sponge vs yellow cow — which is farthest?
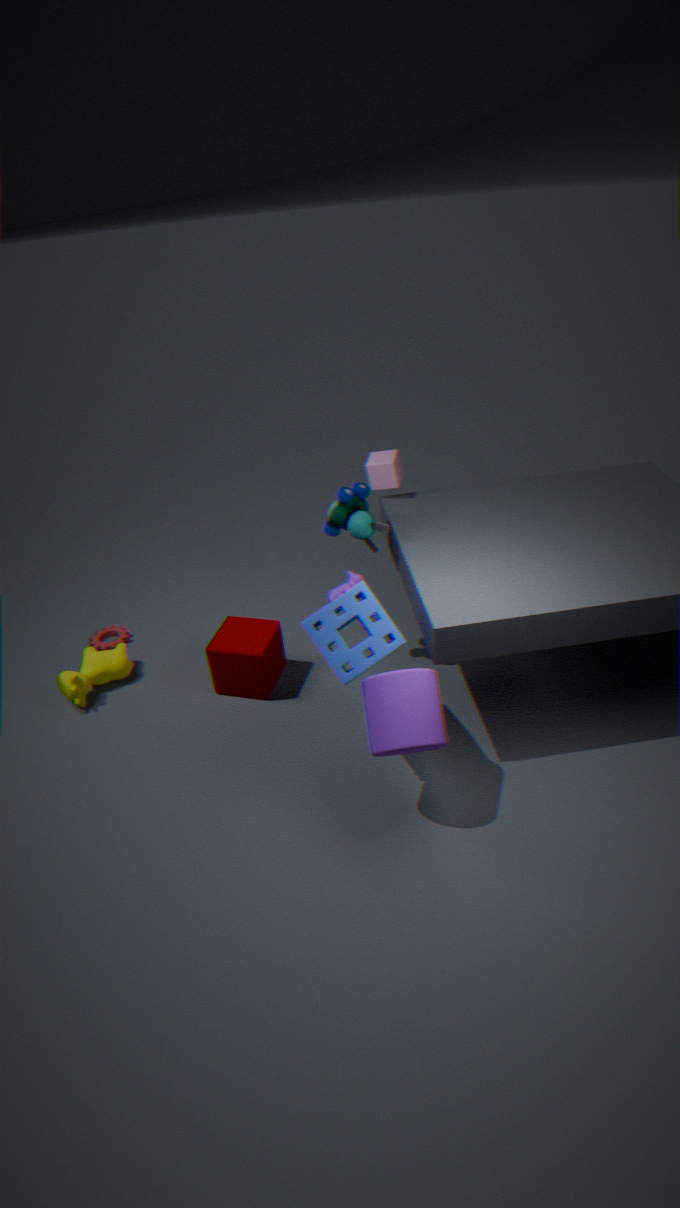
yellow cow
